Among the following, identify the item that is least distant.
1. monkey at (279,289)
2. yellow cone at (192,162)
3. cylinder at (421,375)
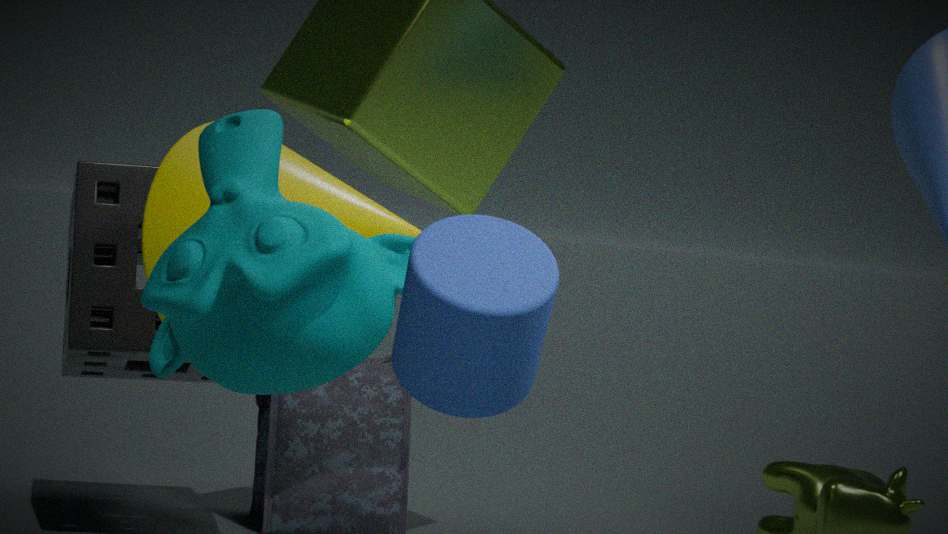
cylinder at (421,375)
